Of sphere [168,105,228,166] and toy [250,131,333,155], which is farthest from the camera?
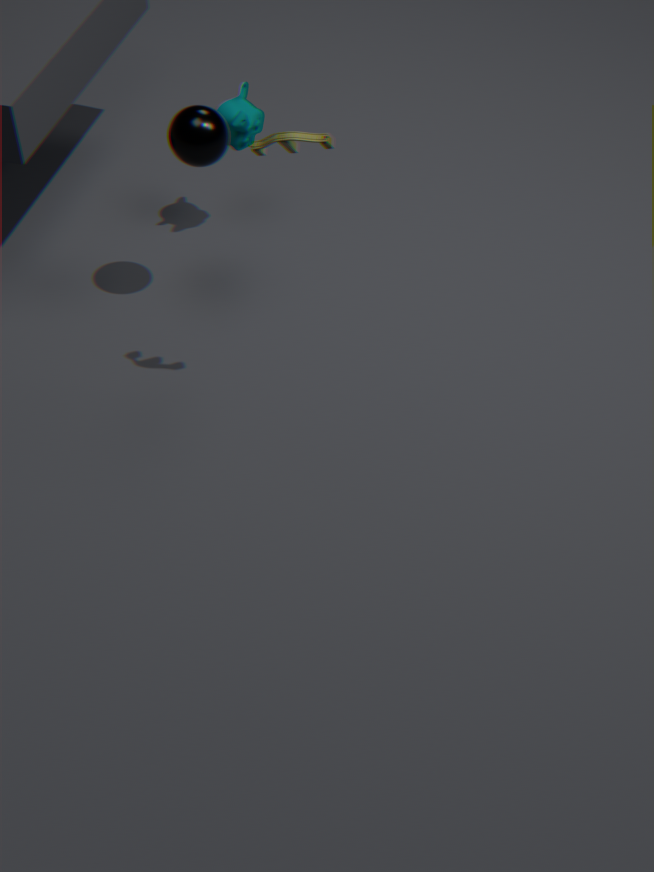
sphere [168,105,228,166]
